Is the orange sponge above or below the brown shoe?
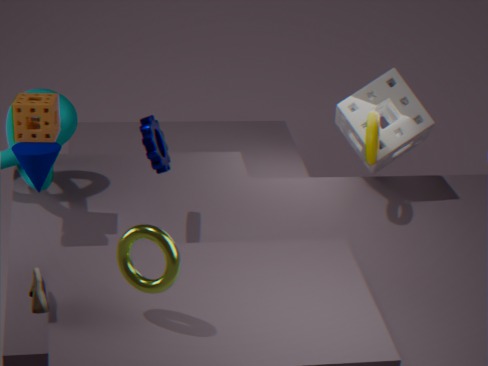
above
